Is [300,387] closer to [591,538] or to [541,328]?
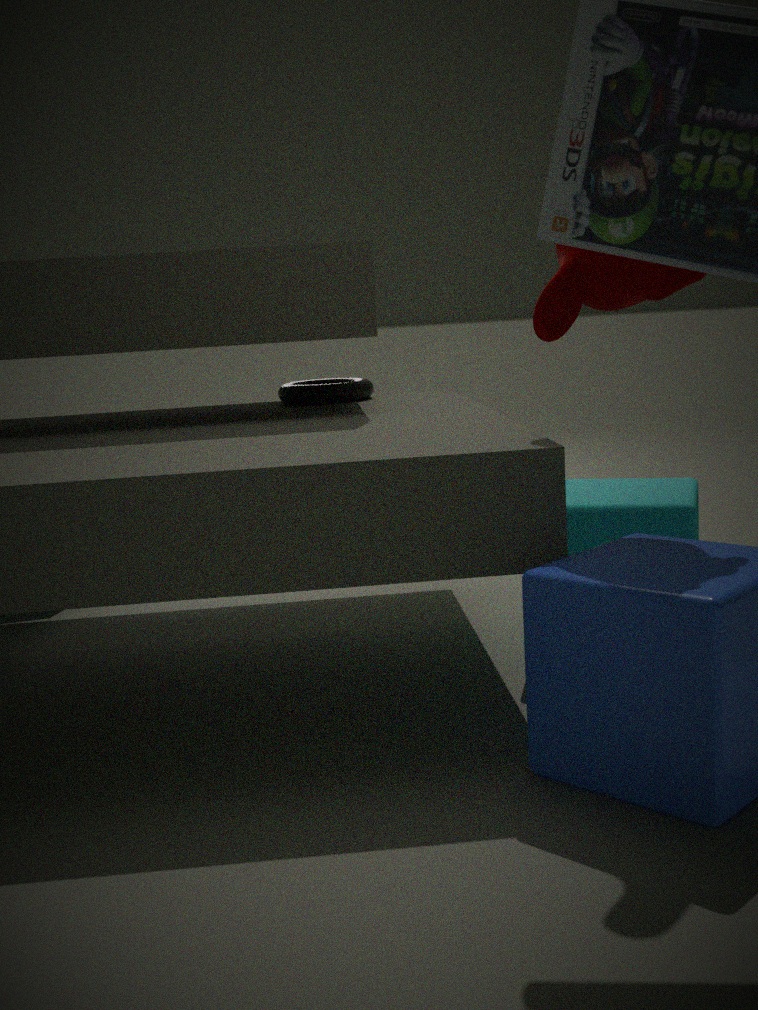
[591,538]
